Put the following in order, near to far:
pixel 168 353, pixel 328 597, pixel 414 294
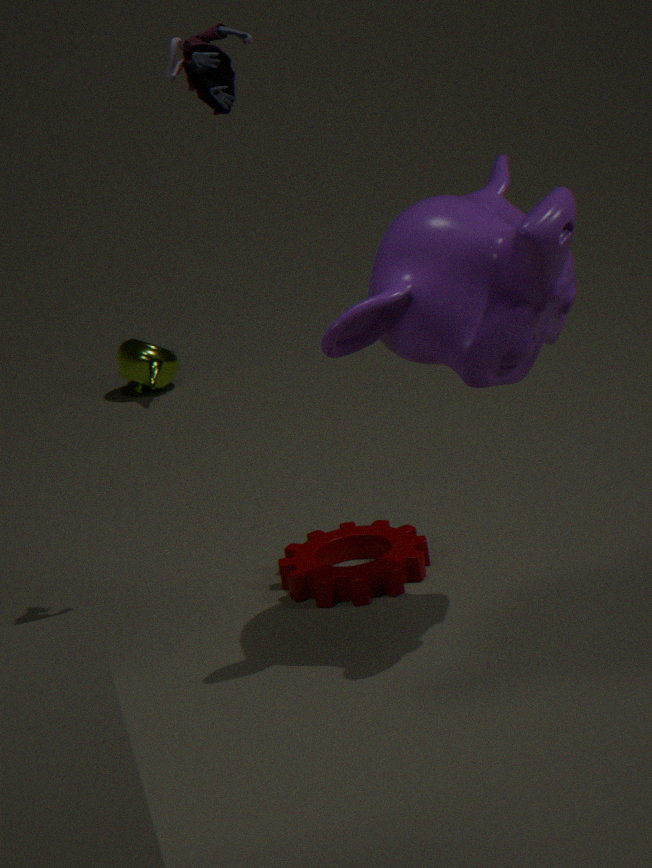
pixel 414 294 < pixel 328 597 < pixel 168 353
